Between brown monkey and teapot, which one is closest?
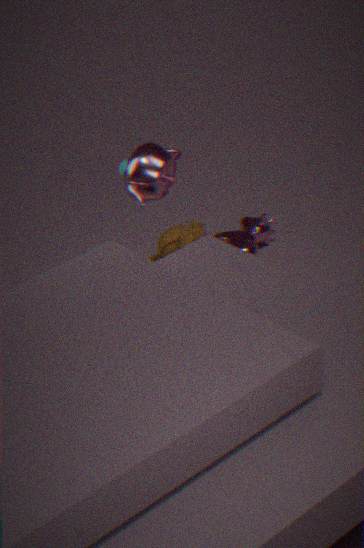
teapot
